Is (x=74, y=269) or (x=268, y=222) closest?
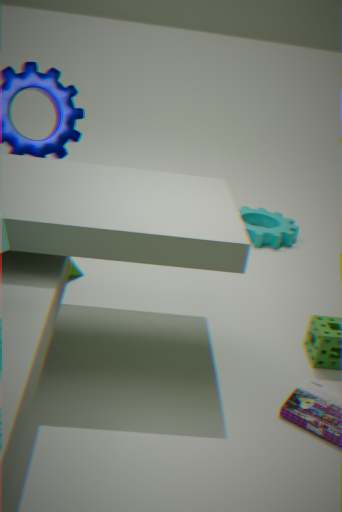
(x=74, y=269)
